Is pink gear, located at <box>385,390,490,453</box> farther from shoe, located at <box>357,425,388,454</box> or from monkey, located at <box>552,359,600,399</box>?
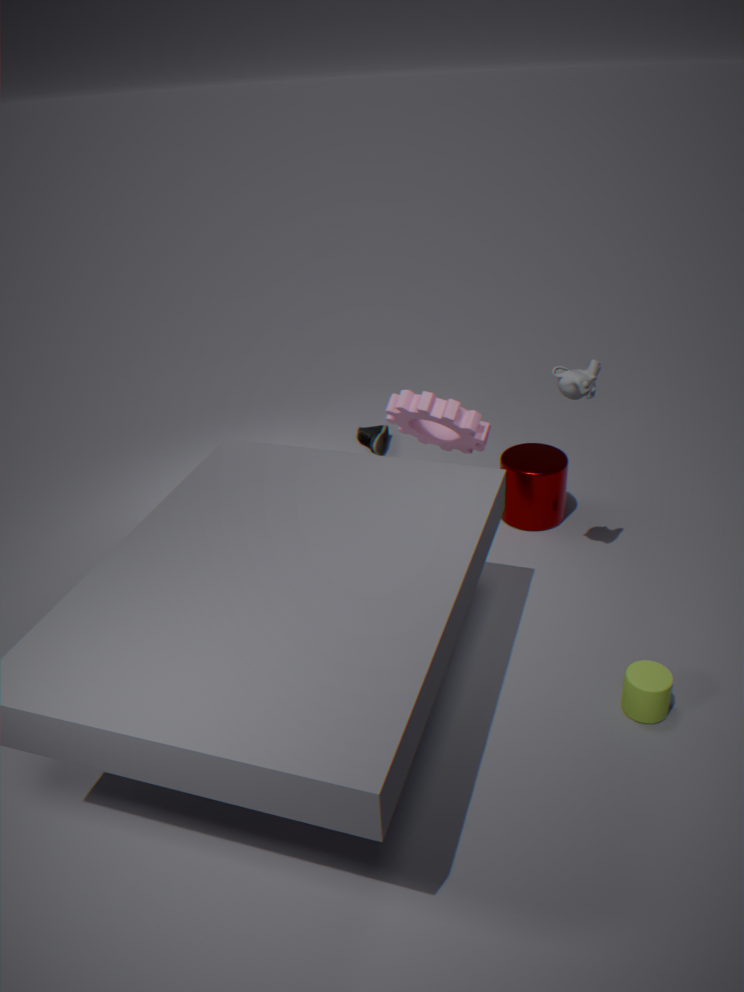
shoe, located at <box>357,425,388,454</box>
